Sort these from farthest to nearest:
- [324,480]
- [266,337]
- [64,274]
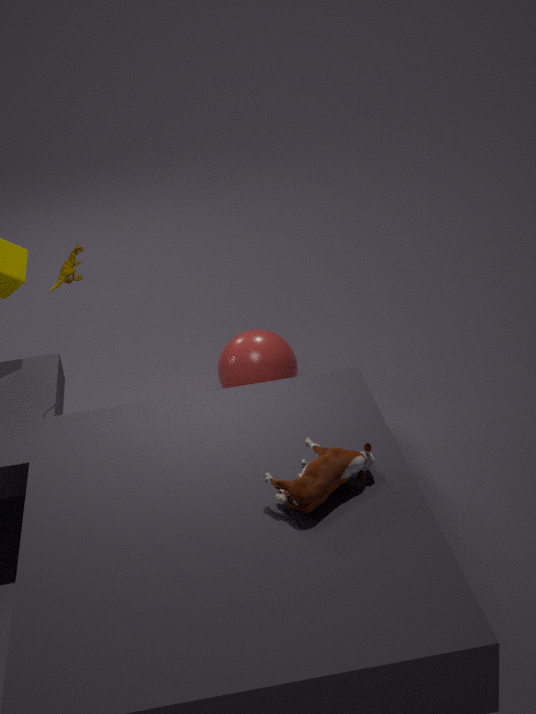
[266,337]
[64,274]
[324,480]
